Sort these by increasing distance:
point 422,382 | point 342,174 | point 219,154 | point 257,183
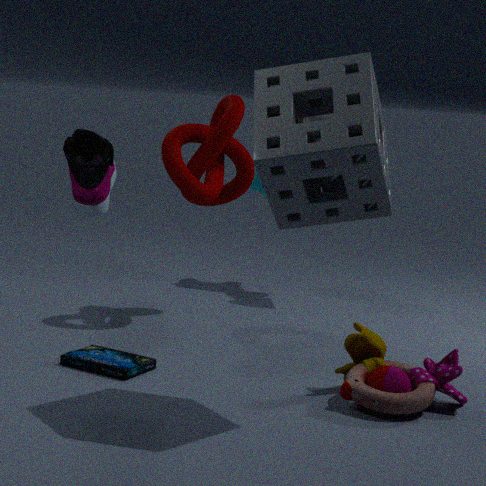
→ point 342,174 → point 422,382 → point 219,154 → point 257,183
